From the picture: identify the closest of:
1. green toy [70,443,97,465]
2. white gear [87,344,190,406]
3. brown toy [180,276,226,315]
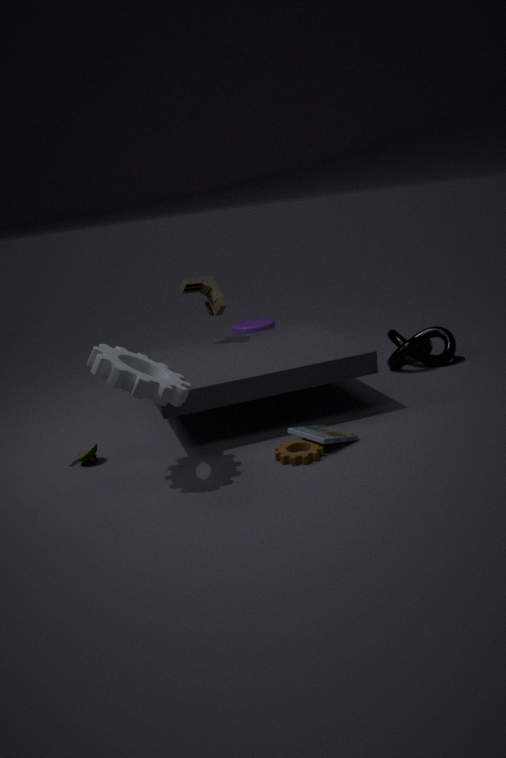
white gear [87,344,190,406]
